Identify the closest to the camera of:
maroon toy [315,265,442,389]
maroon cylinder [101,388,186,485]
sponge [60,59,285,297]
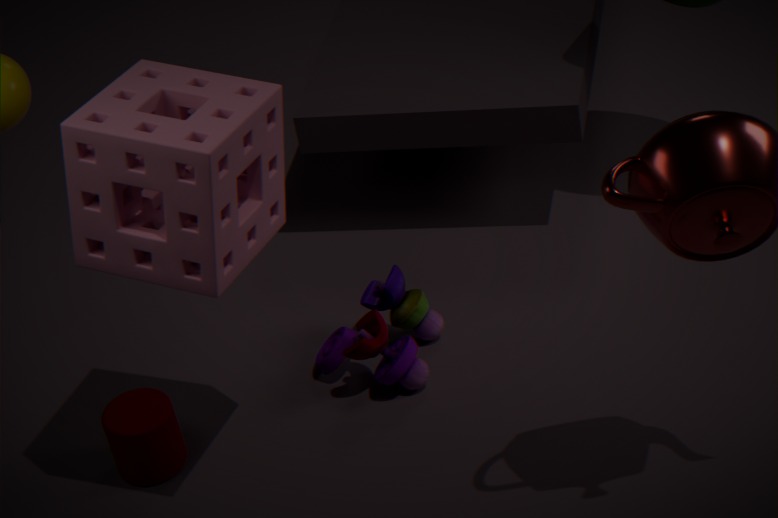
sponge [60,59,285,297]
